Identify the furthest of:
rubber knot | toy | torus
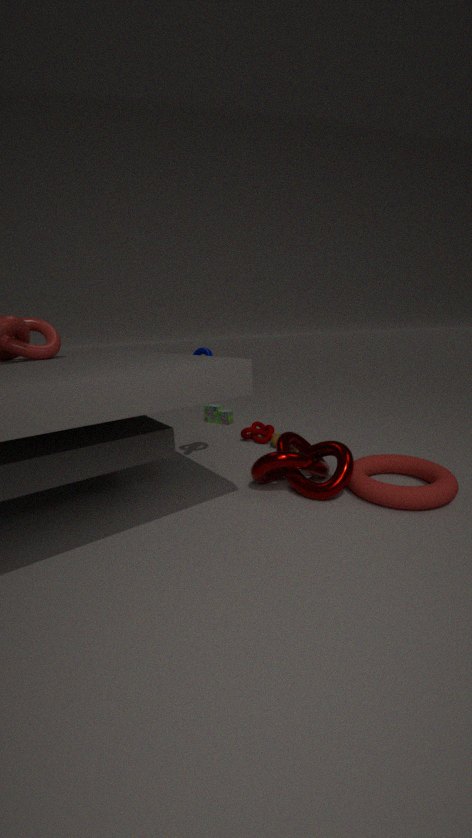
toy
